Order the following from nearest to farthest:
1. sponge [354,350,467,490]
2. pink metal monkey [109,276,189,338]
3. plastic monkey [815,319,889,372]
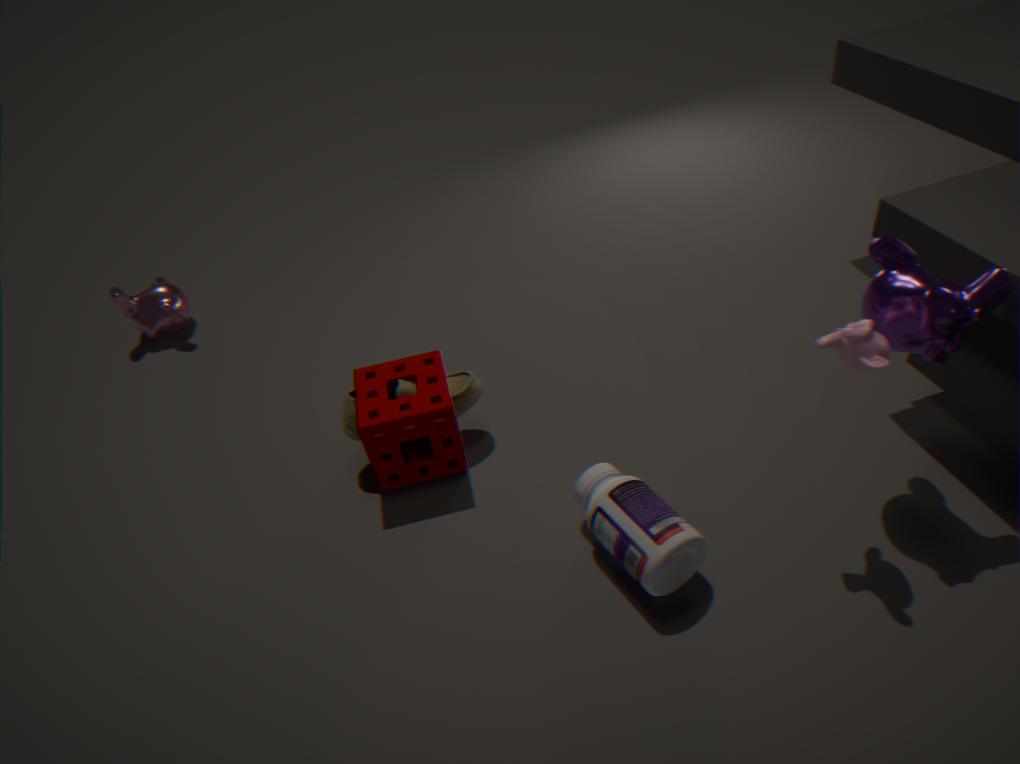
plastic monkey [815,319,889,372]
sponge [354,350,467,490]
pink metal monkey [109,276,189,338]
